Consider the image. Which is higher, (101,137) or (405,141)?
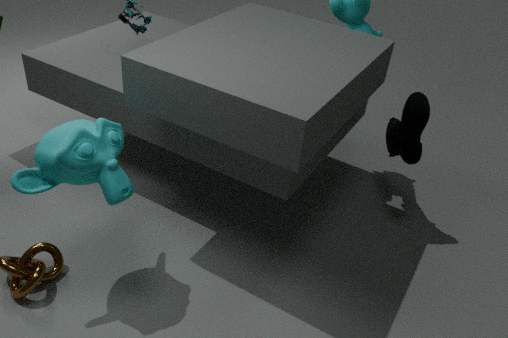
(101,137)
